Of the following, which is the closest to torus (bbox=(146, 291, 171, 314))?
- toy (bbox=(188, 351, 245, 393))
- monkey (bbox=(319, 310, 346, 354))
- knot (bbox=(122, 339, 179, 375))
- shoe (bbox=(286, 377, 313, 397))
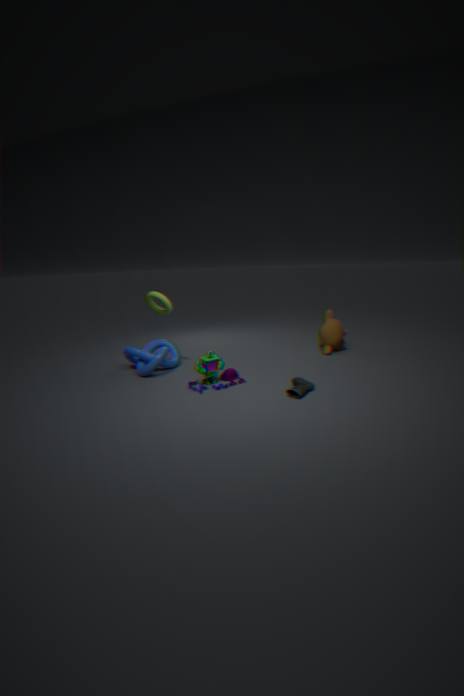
knot (bbox=(122, 339, 179, 375))
